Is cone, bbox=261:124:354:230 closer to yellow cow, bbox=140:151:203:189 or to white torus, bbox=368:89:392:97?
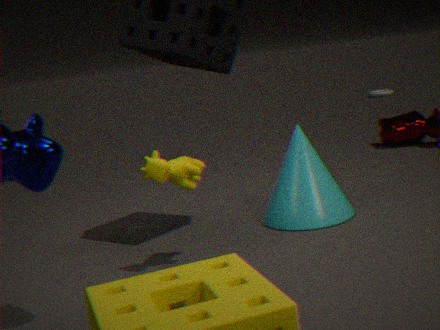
yellow cow, bbox=140:151:203:189
